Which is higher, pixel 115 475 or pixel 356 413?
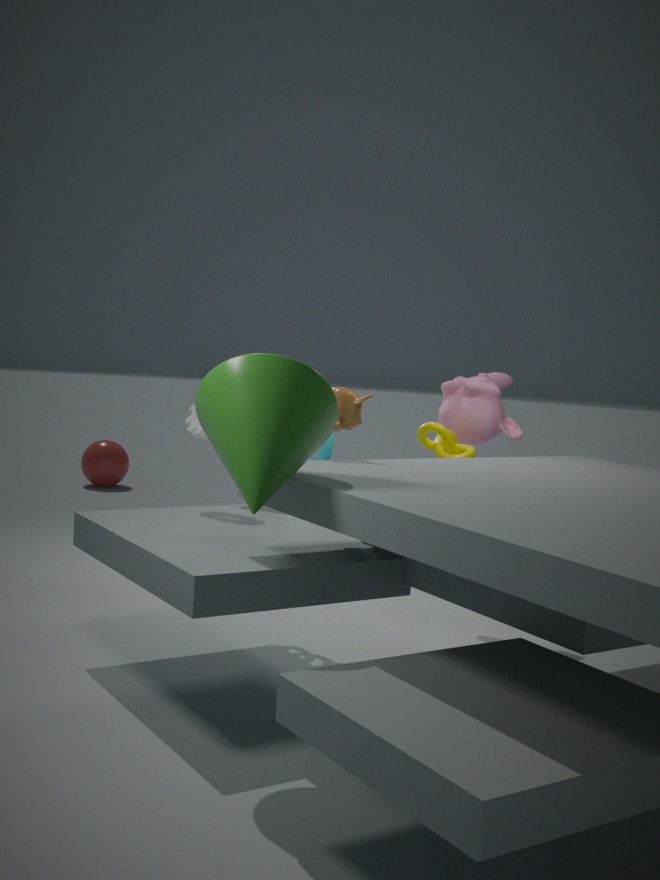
pixel 356 413
